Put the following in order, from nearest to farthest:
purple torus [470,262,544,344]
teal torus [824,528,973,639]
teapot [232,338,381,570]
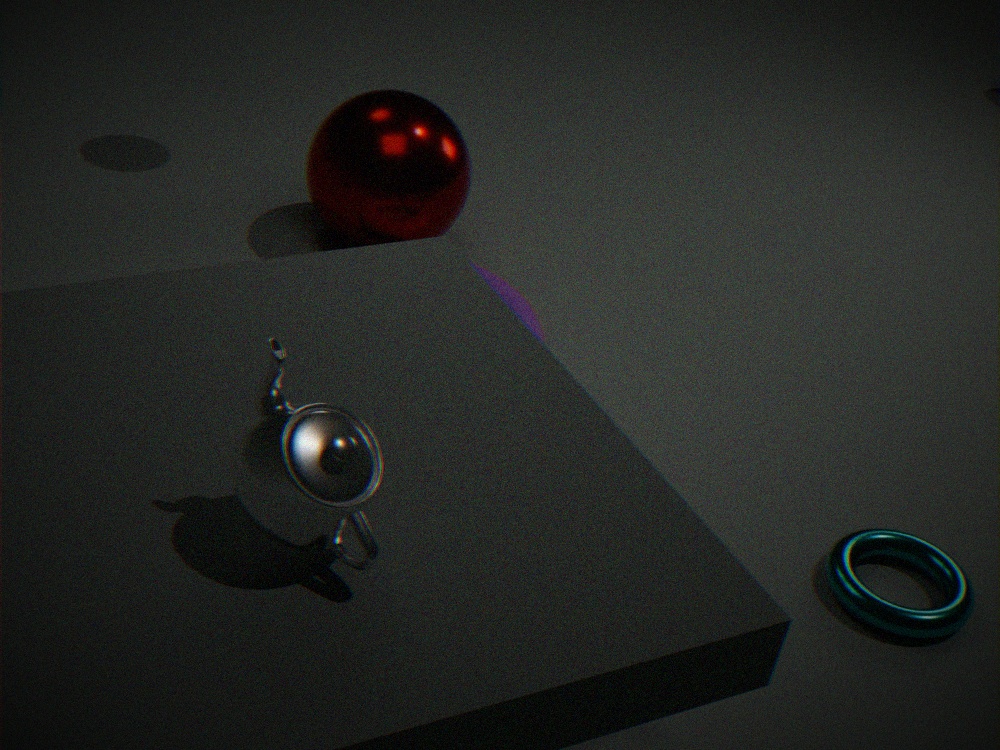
teapot [232,338,381,570] < teal torus [824,528,973,639] < purple torus [470,262,544,344]
